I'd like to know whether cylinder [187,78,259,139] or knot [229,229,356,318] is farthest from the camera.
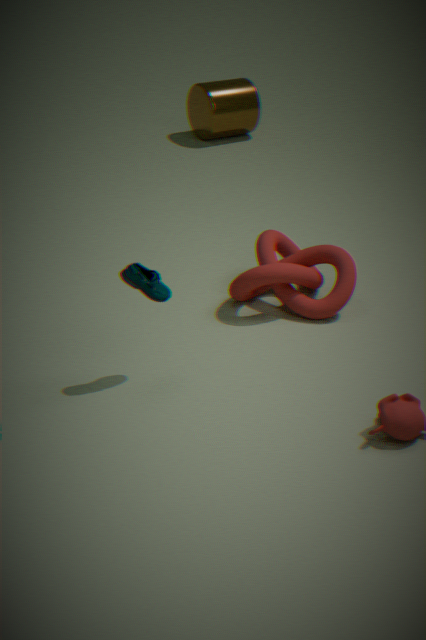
cylinder [187,78,259,139]
